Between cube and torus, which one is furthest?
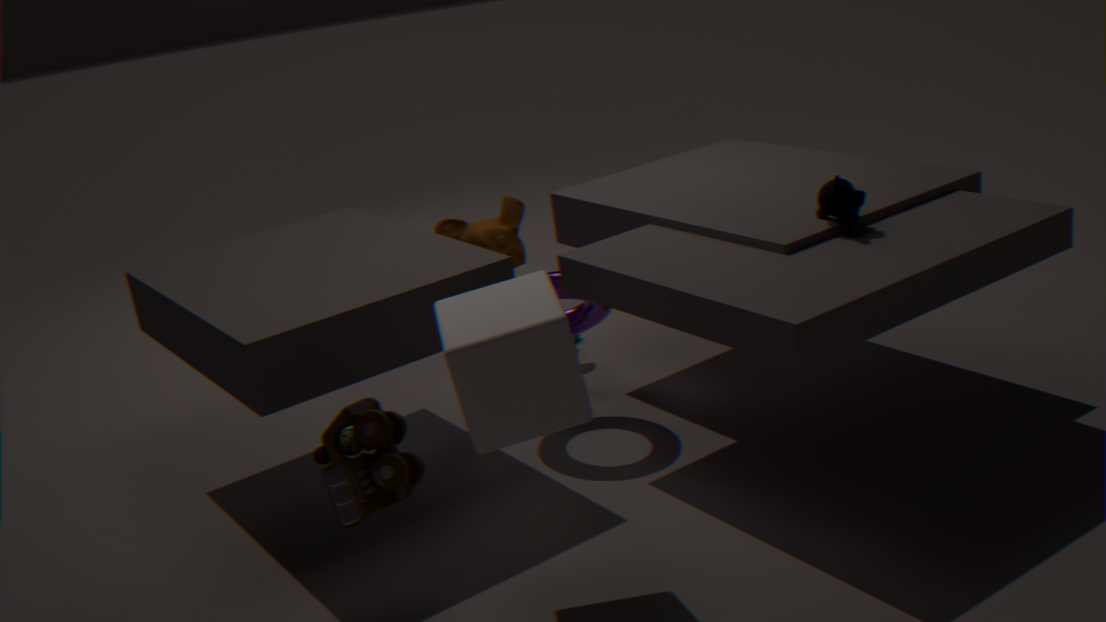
torus
